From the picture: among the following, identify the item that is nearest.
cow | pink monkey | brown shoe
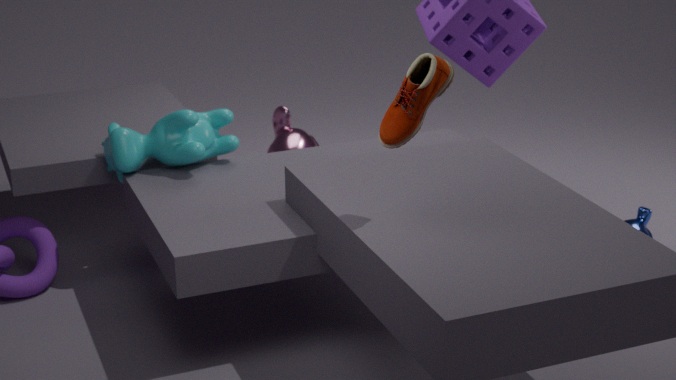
brown shoe
